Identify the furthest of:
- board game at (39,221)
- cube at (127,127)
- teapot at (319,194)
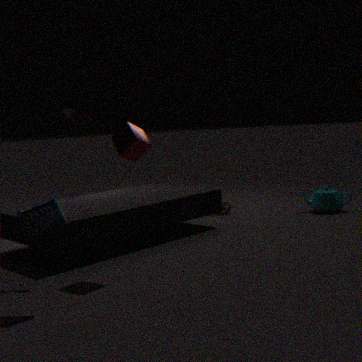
teapot at (319,194)
